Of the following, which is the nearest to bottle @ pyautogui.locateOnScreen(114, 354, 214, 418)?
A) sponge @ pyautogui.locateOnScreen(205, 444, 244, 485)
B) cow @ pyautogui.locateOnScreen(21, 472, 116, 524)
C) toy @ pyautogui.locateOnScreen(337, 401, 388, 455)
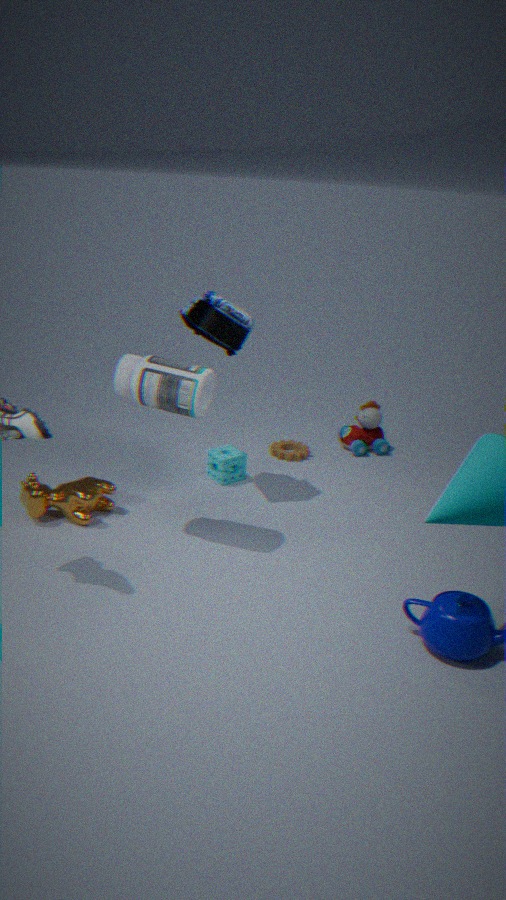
cow @ pyautogui.locateOnScreen(21, 472, 116, 524)
